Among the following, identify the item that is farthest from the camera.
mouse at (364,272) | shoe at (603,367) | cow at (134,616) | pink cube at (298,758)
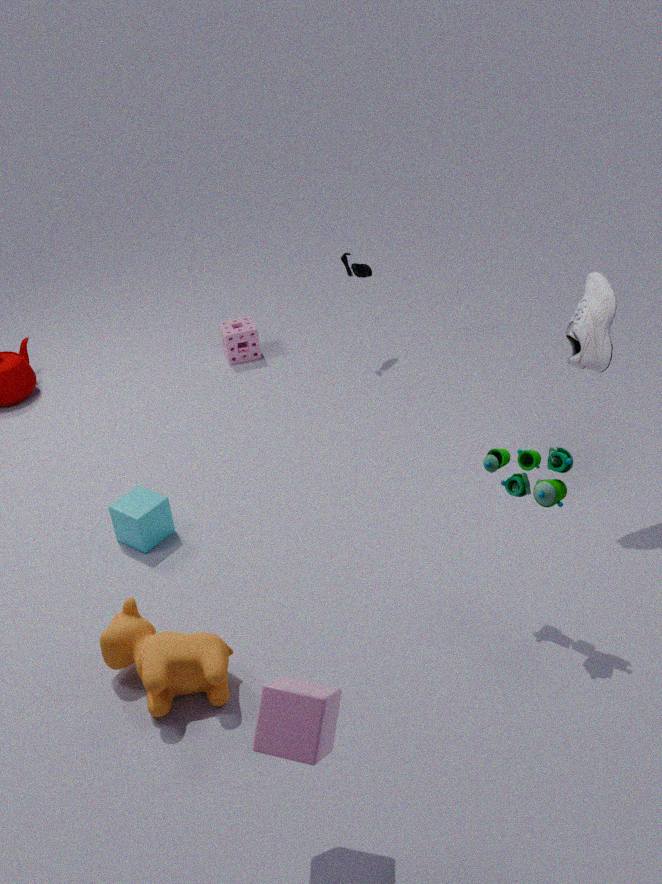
mouse at (364,272)
